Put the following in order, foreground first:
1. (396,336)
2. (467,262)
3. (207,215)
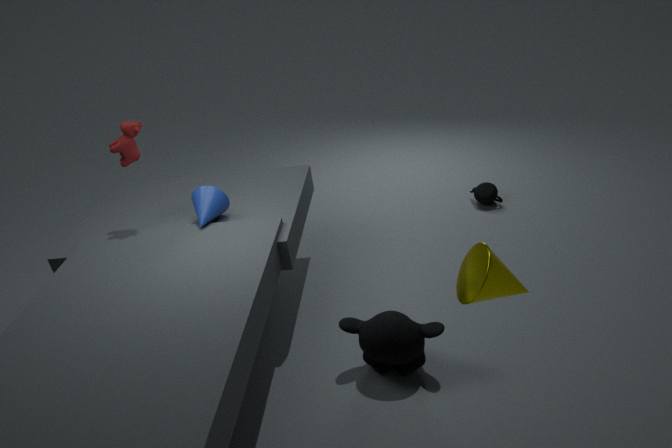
(467,262)
(396,336)
(207,215)
